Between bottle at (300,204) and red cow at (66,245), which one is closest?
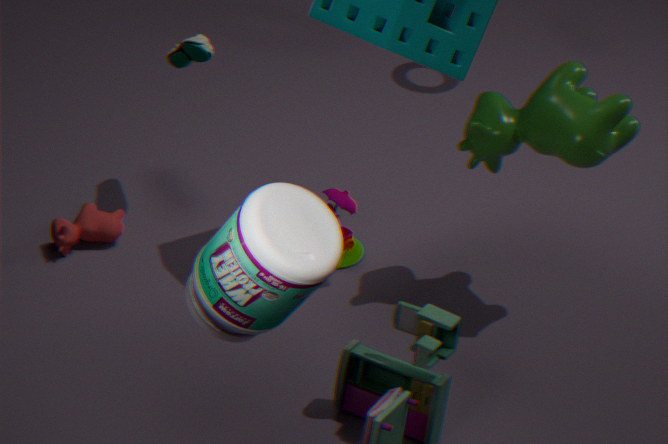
bottle at (300,204)
